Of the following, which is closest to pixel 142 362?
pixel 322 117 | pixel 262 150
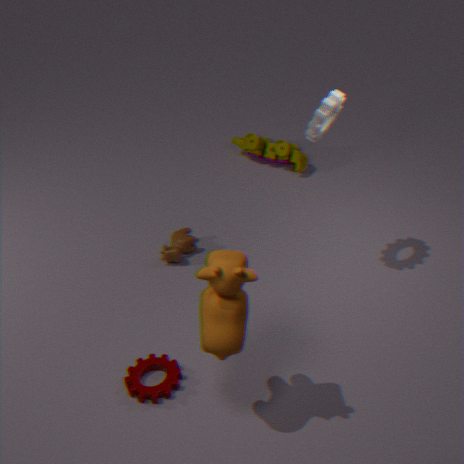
pixel 322 117
